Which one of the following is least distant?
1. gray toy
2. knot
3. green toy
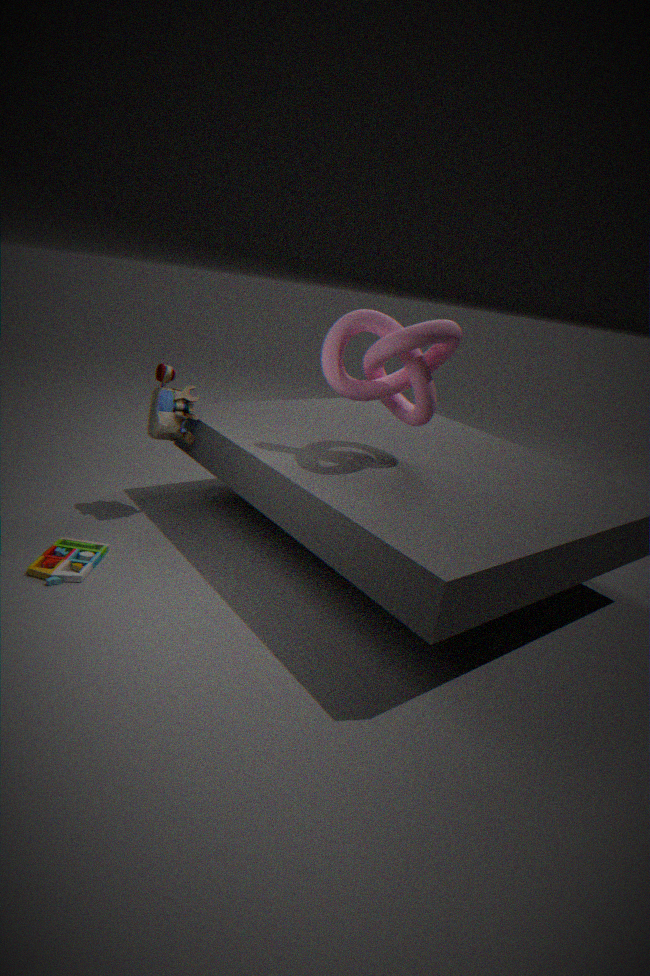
knot
